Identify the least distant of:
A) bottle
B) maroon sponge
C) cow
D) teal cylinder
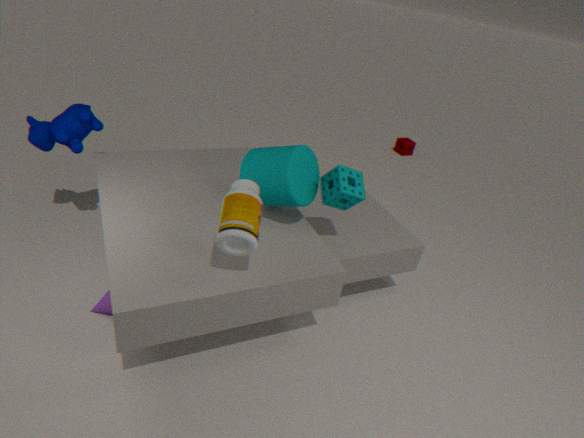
bottle
